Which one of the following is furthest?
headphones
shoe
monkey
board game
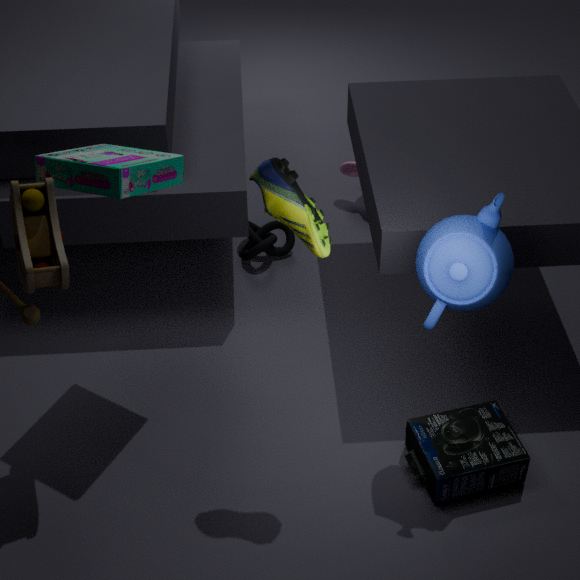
monkey
